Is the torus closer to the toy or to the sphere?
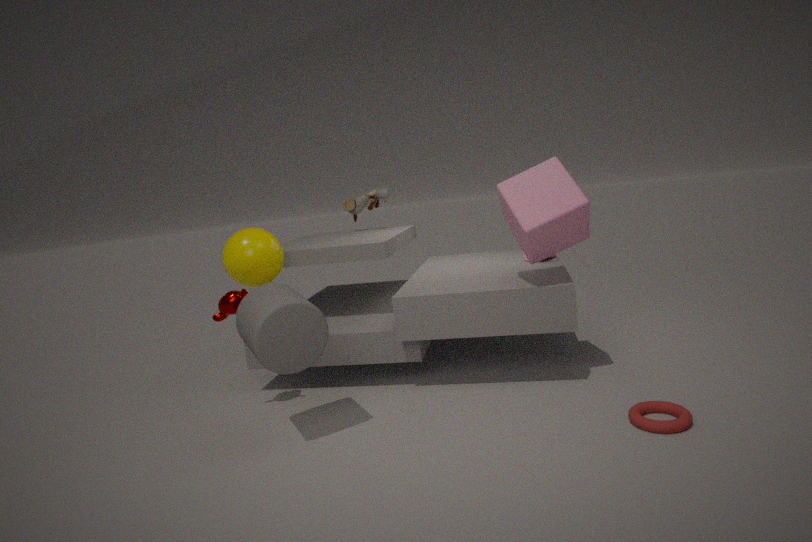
the sphere
